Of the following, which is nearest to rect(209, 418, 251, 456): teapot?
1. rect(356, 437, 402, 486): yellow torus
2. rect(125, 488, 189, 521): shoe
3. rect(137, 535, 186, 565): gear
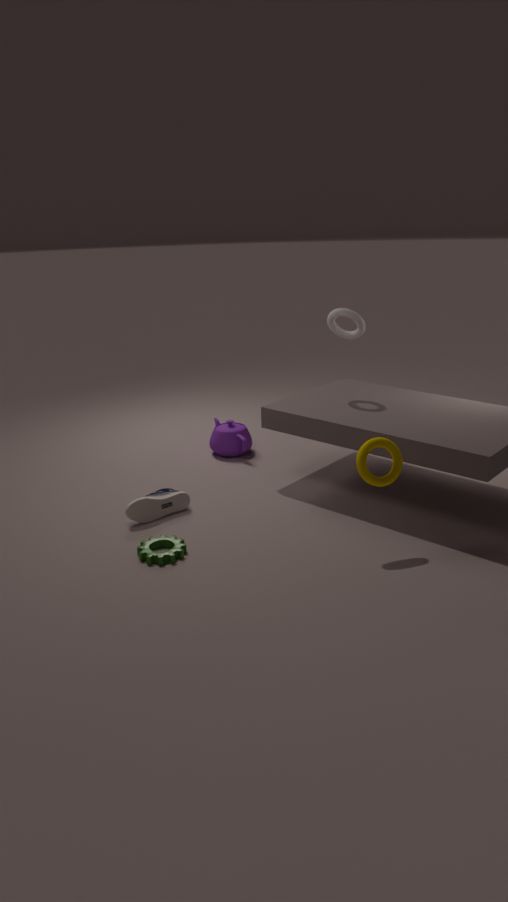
rect(125, 488, 189, 521): shoe
